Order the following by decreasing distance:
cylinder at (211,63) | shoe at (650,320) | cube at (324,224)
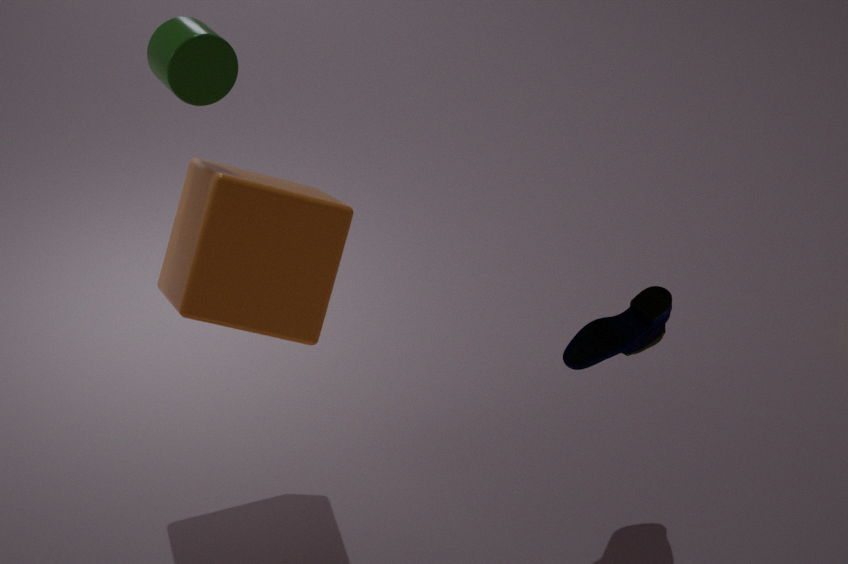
1. shoe at (650,320)
2. cube at (324,224)
3. cylinder at (211,63)
